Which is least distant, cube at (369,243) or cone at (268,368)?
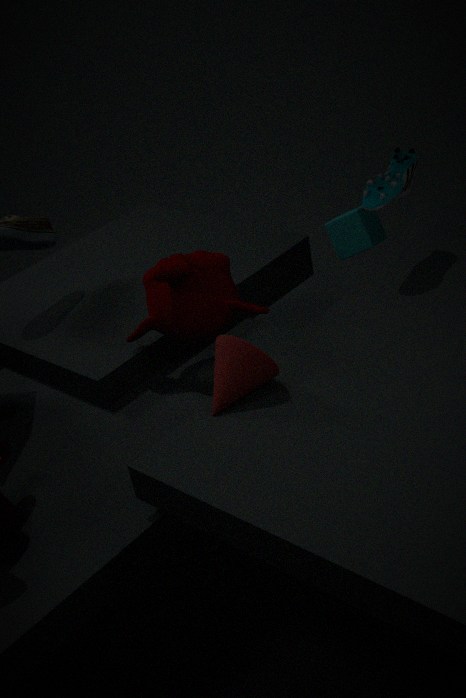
cone at (268,368)
